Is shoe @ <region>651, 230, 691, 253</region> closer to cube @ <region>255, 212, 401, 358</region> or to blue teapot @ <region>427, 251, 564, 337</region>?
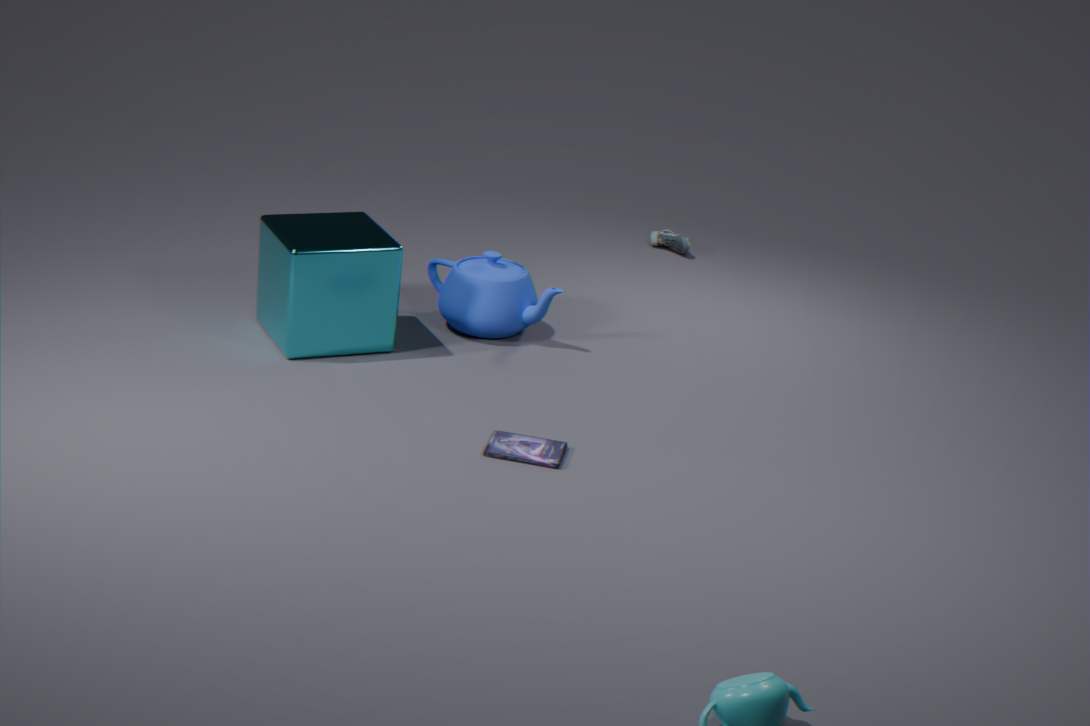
blue teapot @ <region>427, 251, 564, 337</region>
